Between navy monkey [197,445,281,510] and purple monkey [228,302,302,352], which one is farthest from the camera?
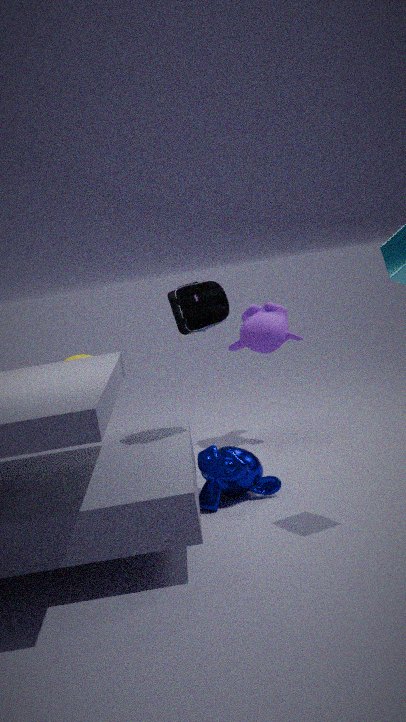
purple monkey [228,302,302,352]
